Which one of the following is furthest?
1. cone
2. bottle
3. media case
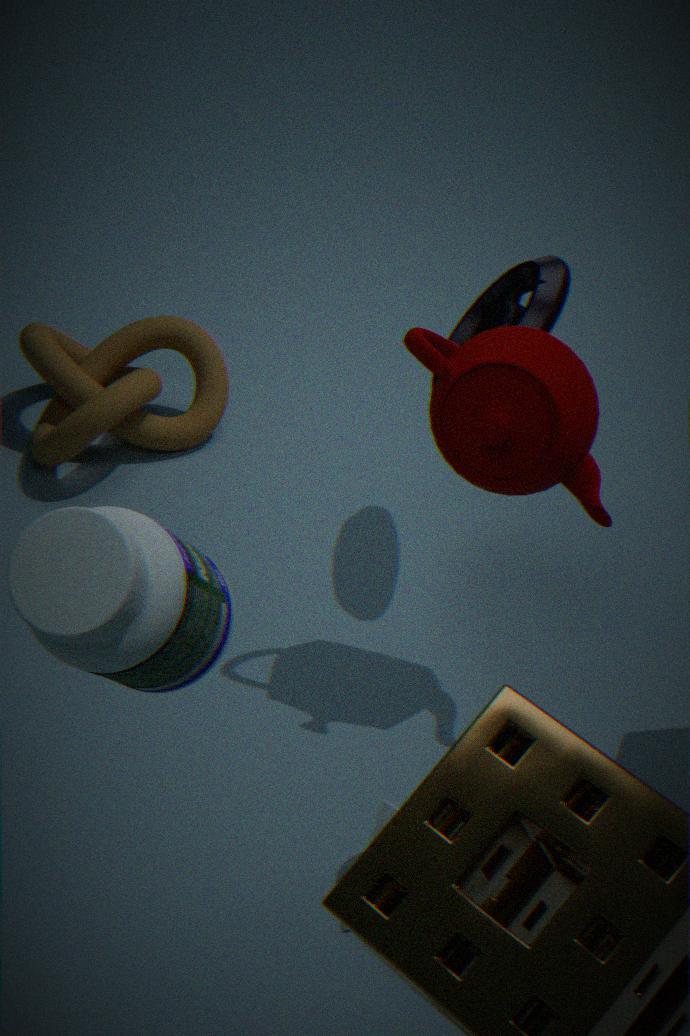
media case
